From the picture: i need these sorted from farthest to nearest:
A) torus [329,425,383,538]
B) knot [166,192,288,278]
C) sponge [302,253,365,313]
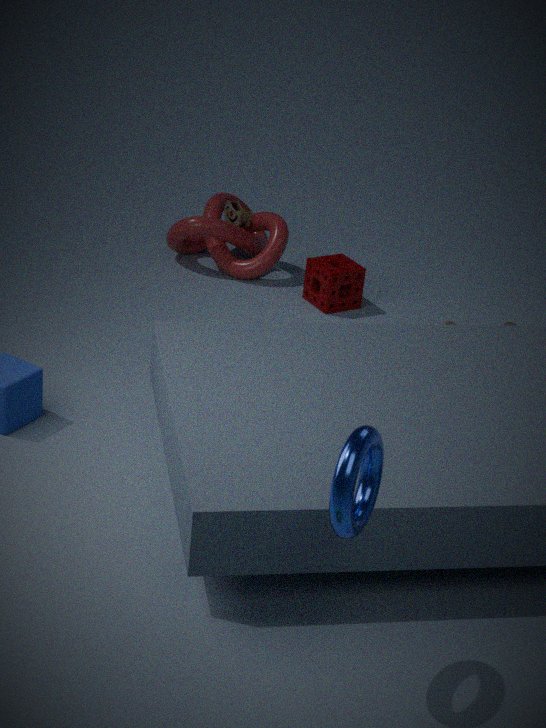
knot [166,192,288,278], sponge [302,253,365,313], torus [329,425,383,538]
